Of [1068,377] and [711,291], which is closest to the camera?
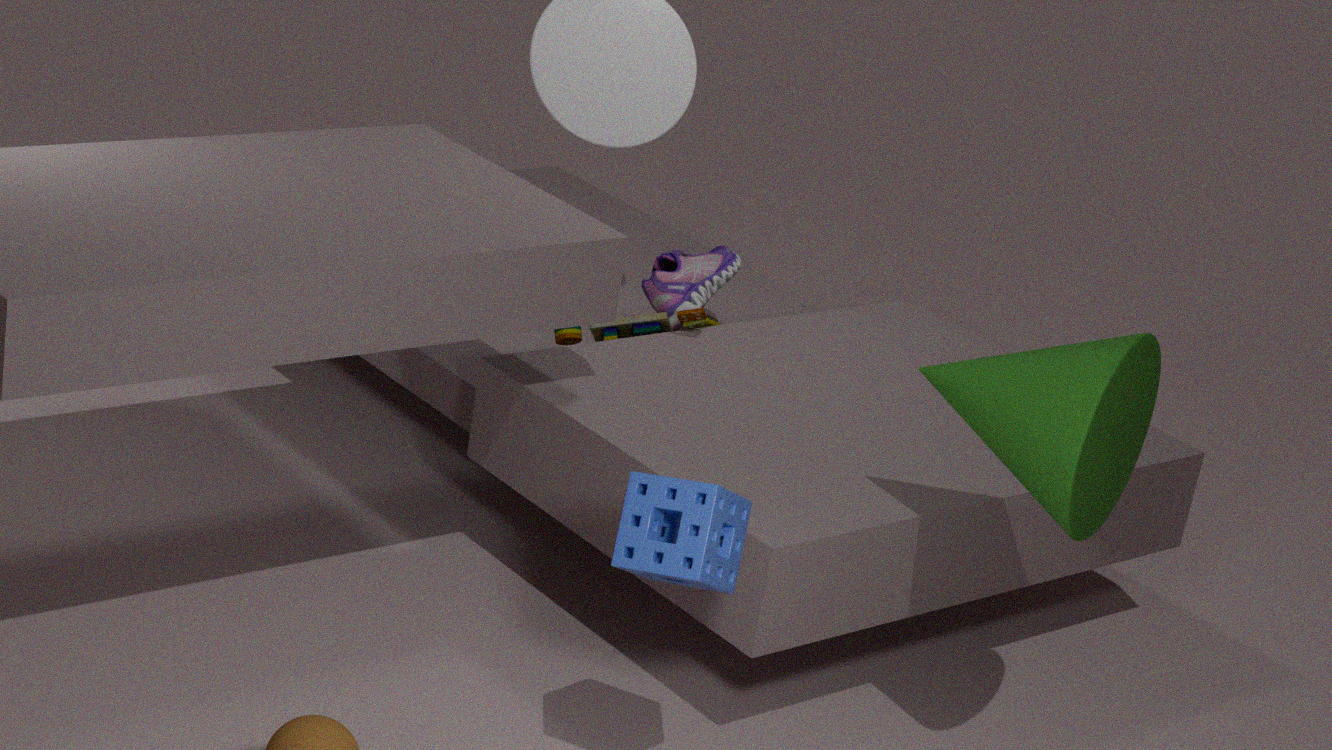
[1068,377]
